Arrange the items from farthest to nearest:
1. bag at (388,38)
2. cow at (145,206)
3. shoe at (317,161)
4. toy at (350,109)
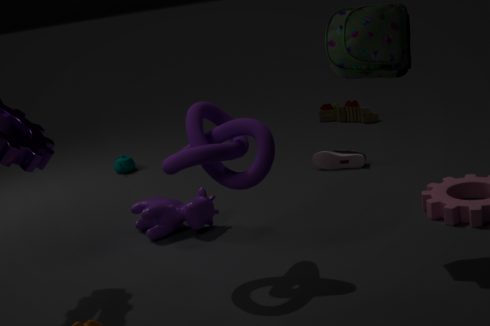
toy at (350,109), shoe at (317,161), cow at (145,206), bag at (388,38)
